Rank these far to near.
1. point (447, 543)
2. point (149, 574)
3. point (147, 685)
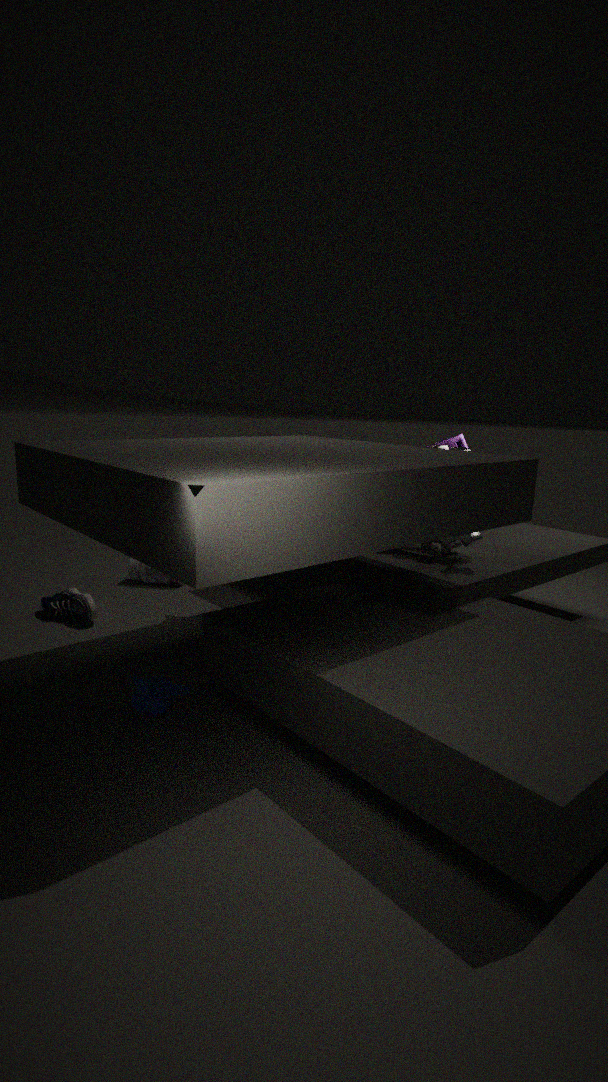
point (149, 574)
point (447, 543)
point (147, 685)
